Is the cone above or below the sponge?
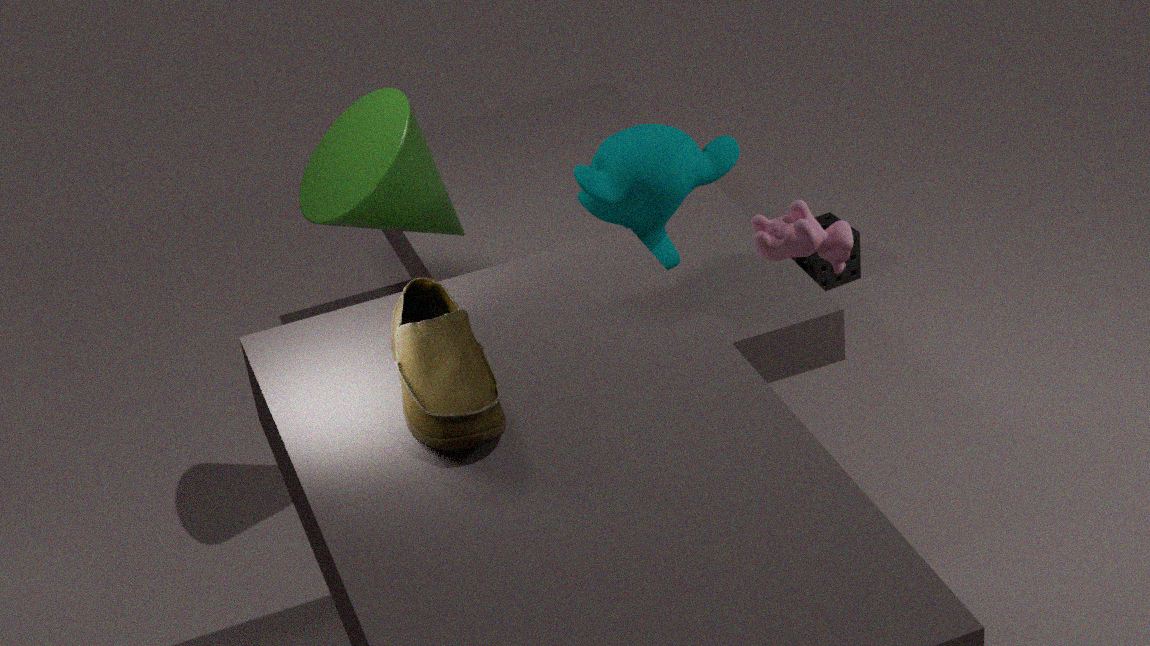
above
